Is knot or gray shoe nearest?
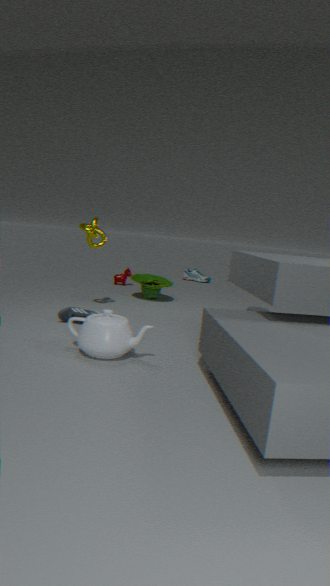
knot
